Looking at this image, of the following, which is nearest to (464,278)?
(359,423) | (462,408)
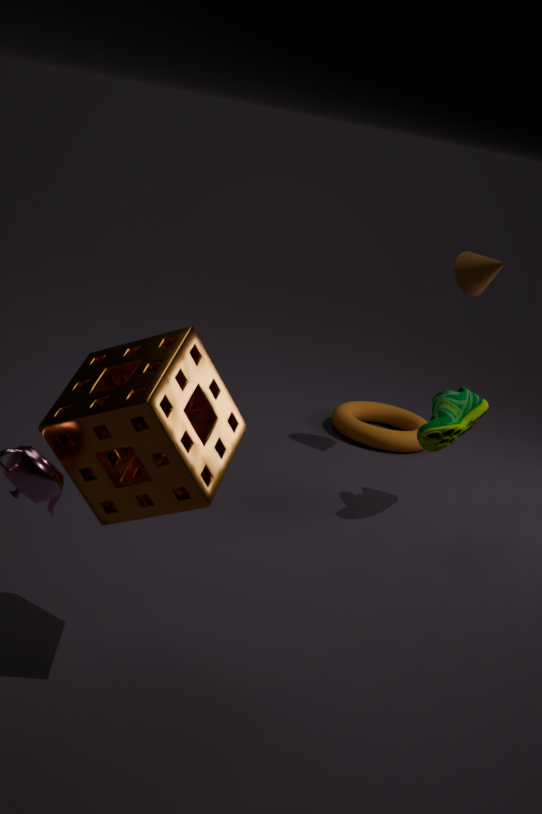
(462,408)
